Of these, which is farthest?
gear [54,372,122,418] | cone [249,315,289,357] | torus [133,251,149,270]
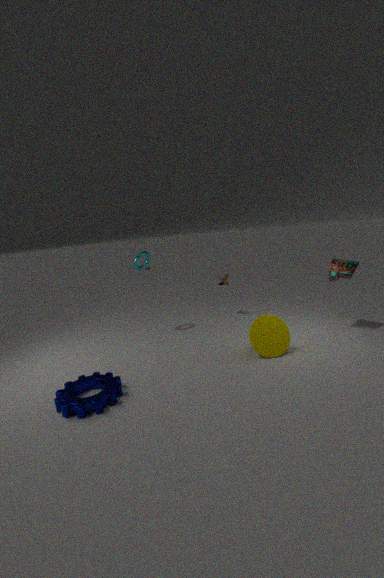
torus [133,251,149,270]
